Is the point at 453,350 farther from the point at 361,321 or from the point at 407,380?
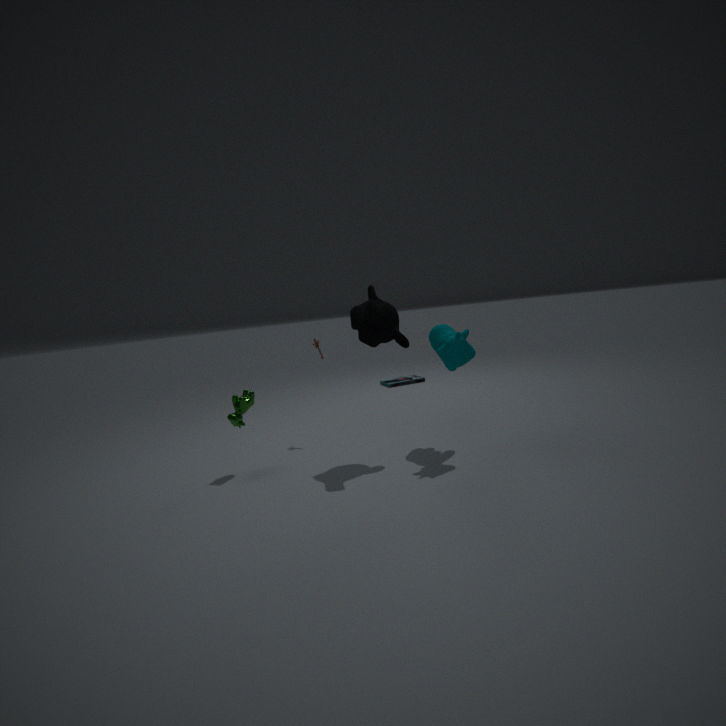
the point at 407,380
